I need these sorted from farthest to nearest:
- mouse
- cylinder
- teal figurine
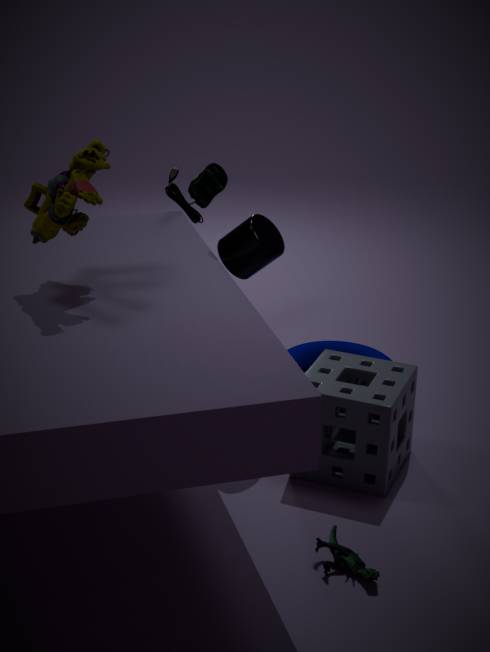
mouse < cylinder < teal figurine
